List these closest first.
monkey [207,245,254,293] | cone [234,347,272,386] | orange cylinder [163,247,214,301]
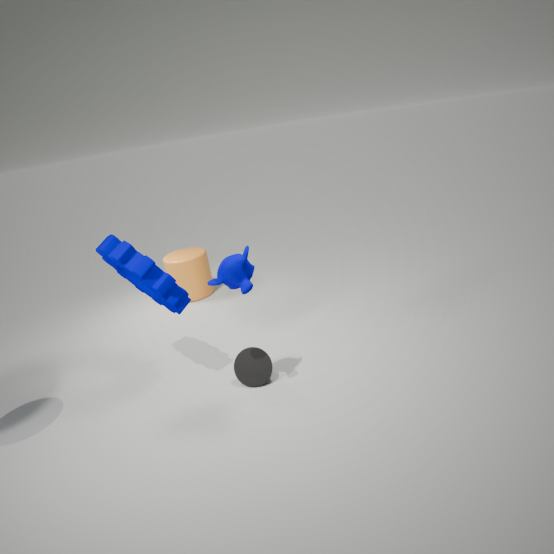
monkey [207,245,254,293]
cone [234,347,272,386]
orange cylinder [163,247,214,301]
